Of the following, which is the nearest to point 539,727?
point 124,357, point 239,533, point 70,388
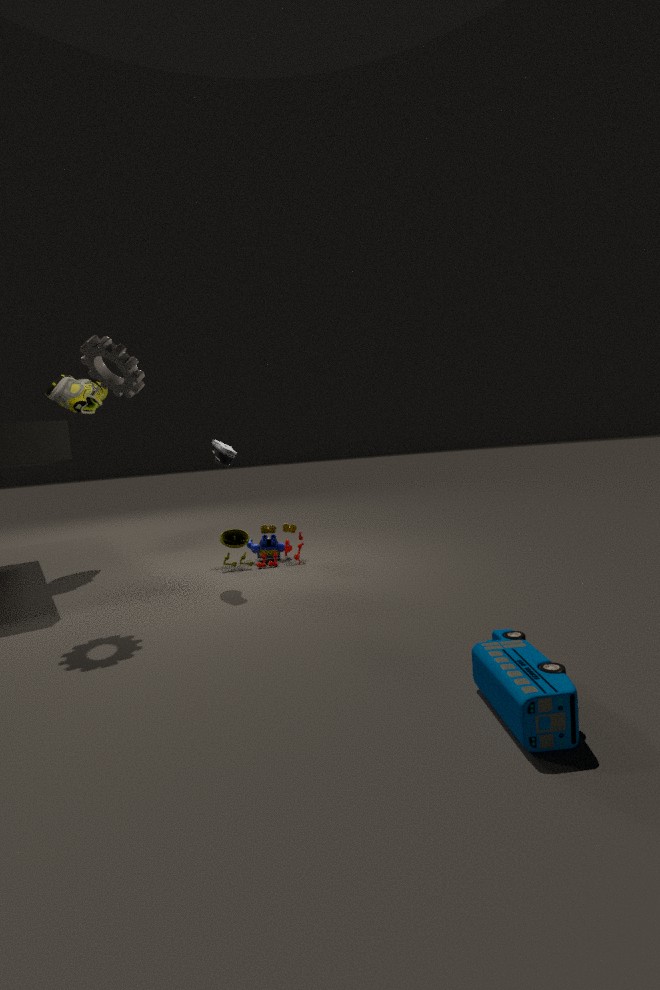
point 124,357
